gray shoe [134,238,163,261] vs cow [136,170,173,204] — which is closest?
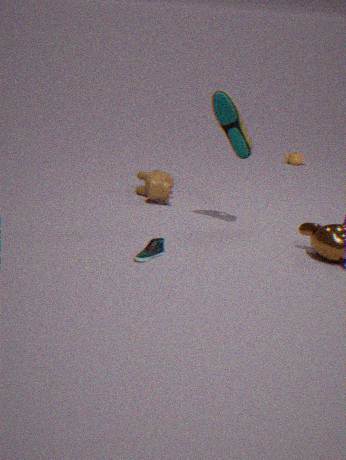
gray shoe [134,238,163,261]
